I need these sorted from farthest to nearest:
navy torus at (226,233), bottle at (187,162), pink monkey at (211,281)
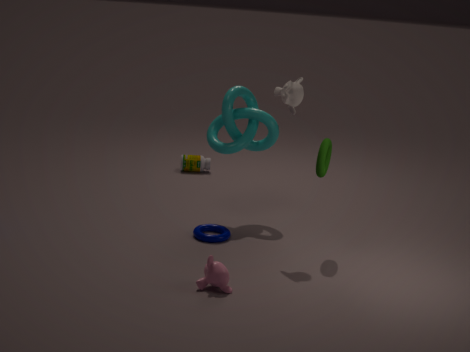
bottle at (187,162)
navy torus at (226,233)
pink monkey at (211,281)
